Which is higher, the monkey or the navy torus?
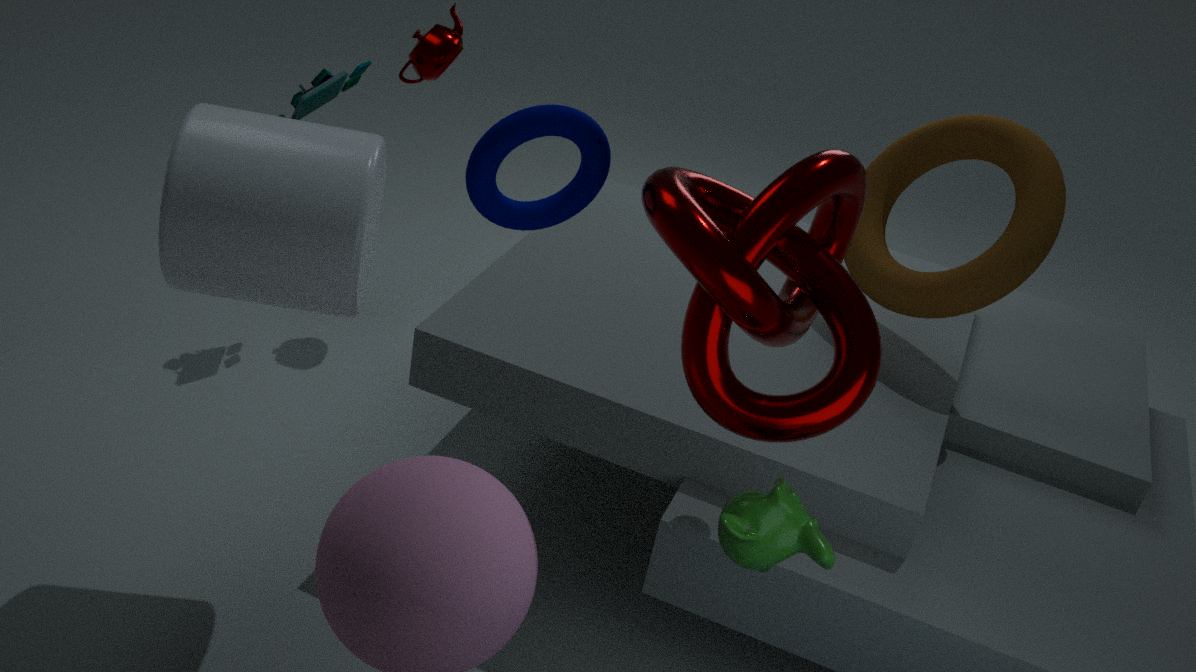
the navy torus
